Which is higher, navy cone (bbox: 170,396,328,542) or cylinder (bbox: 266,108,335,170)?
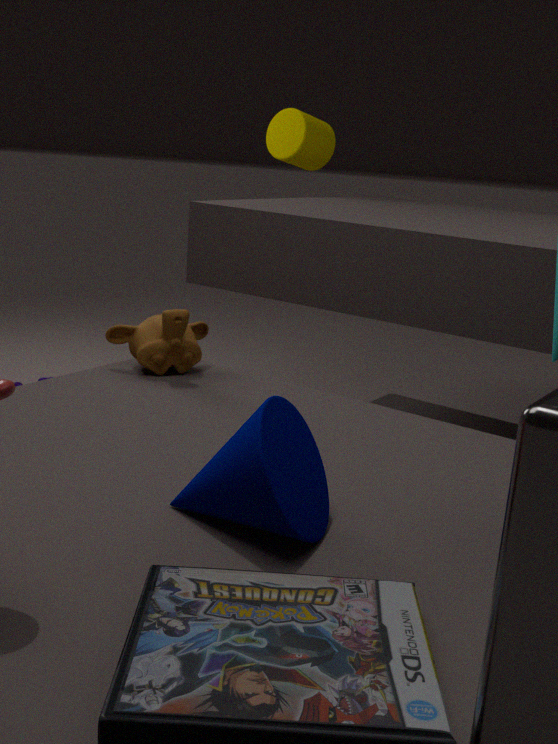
cylinder (bbox: 266,108,335,170)
